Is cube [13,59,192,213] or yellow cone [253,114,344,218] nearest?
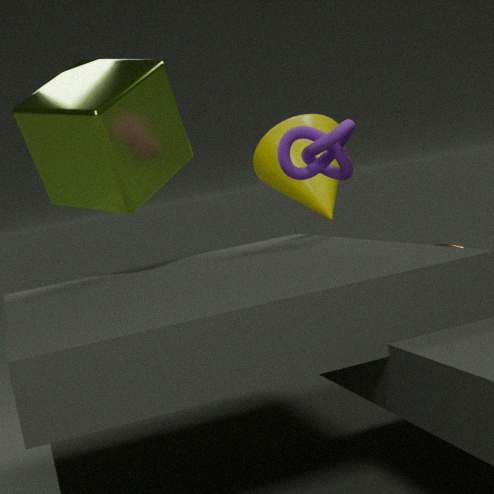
cube [13,59,192,213]
